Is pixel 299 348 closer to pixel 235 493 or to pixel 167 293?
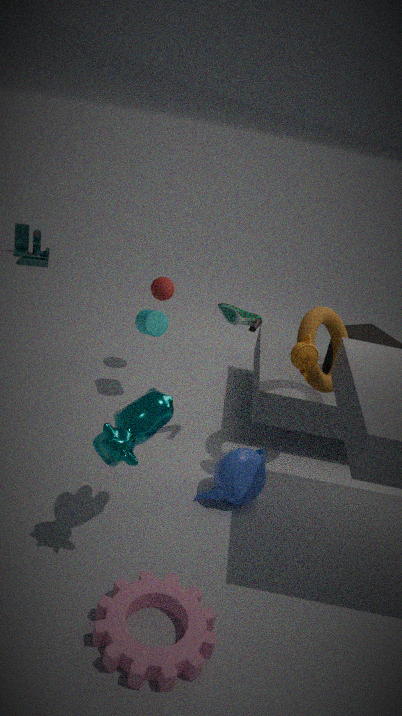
pixel 235 493
